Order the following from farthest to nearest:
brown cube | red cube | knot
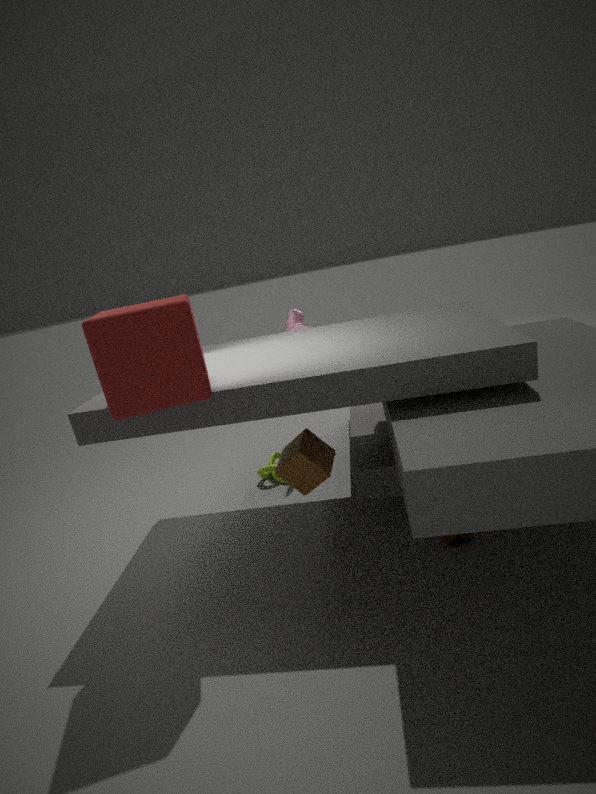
knot
brown cube
red cube
